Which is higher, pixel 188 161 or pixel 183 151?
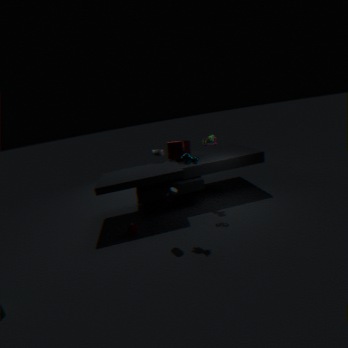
pixel 188 161
